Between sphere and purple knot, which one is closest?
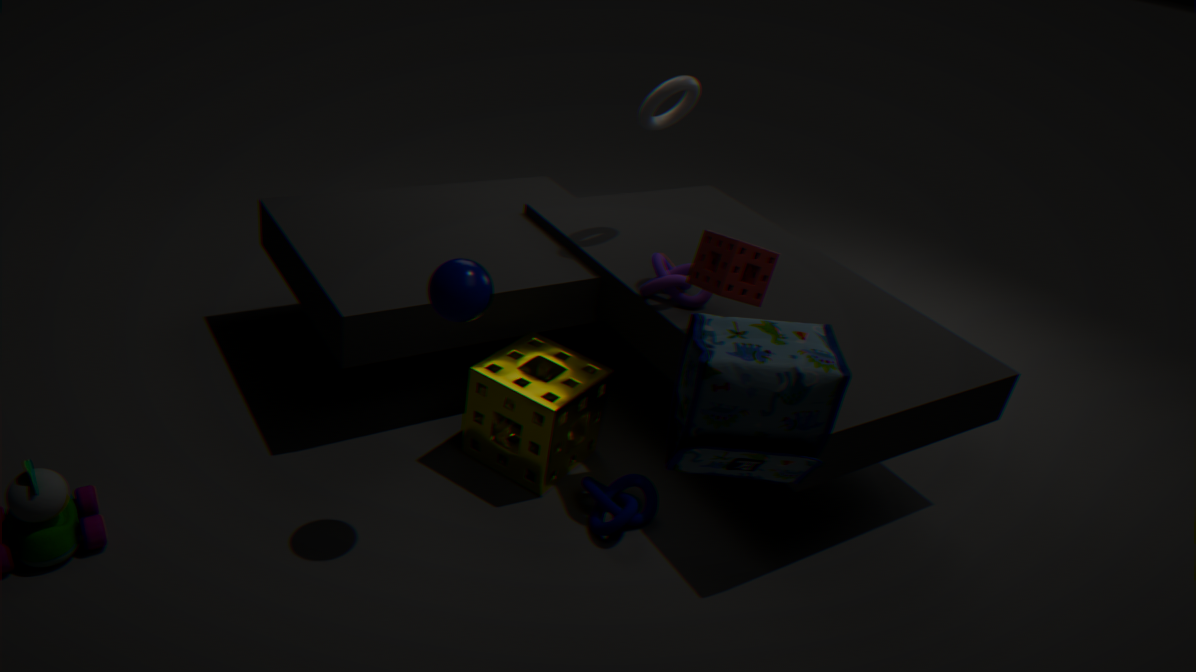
sphere
